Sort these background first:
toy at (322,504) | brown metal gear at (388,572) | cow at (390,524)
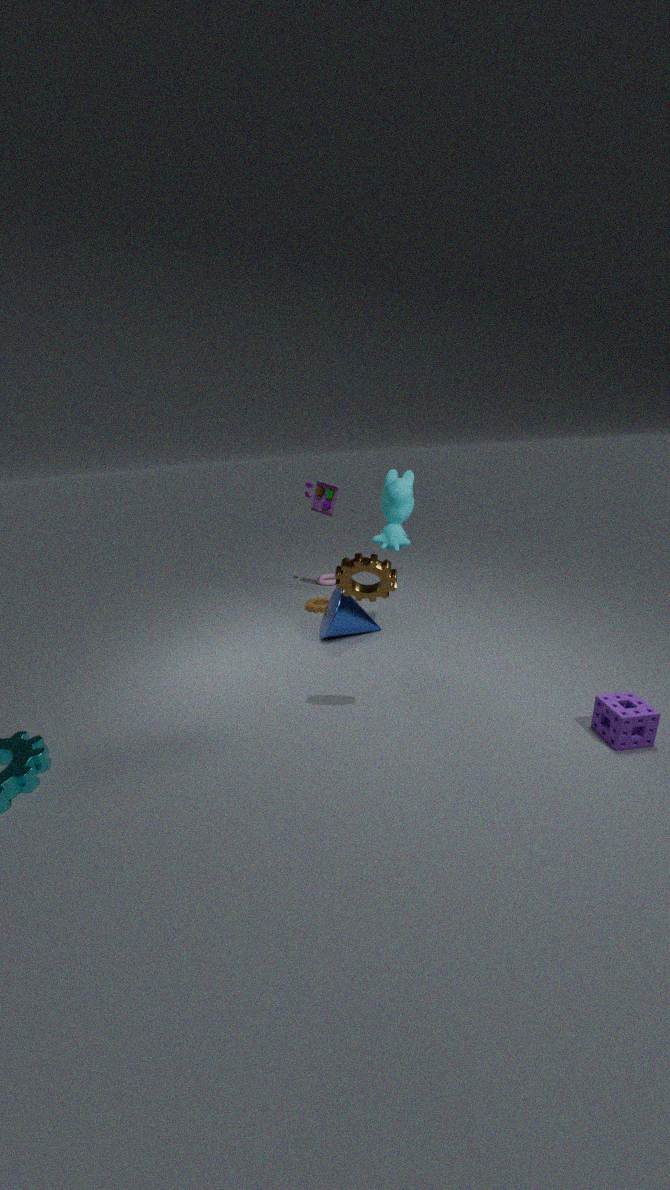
1. toy at (322,504)
2. cow at (390,524)
3. brown metal gear at (388,572)
